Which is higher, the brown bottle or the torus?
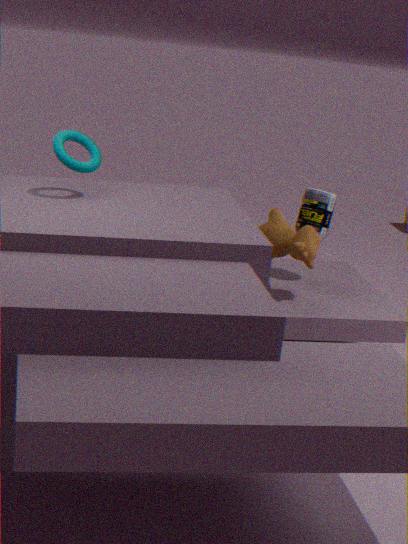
the torus
